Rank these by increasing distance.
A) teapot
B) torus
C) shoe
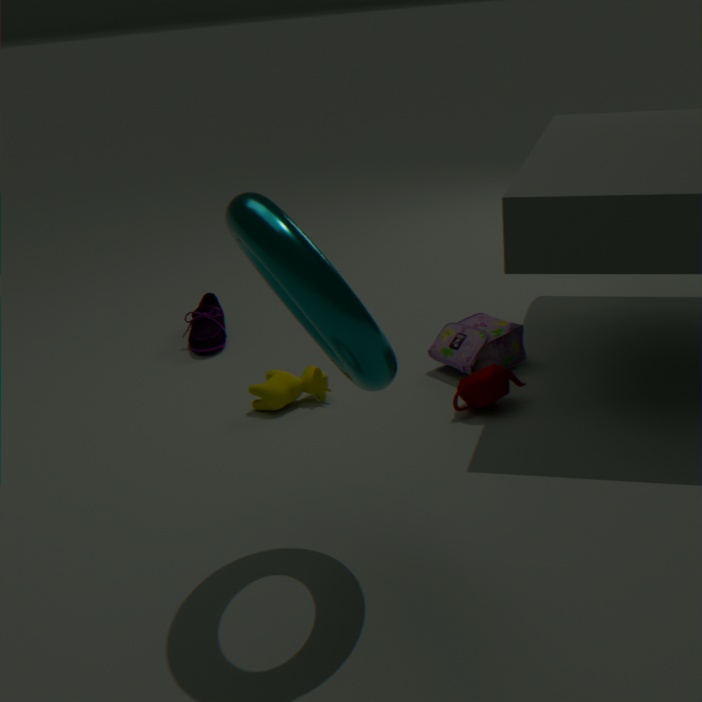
torus < teapot < shoe
